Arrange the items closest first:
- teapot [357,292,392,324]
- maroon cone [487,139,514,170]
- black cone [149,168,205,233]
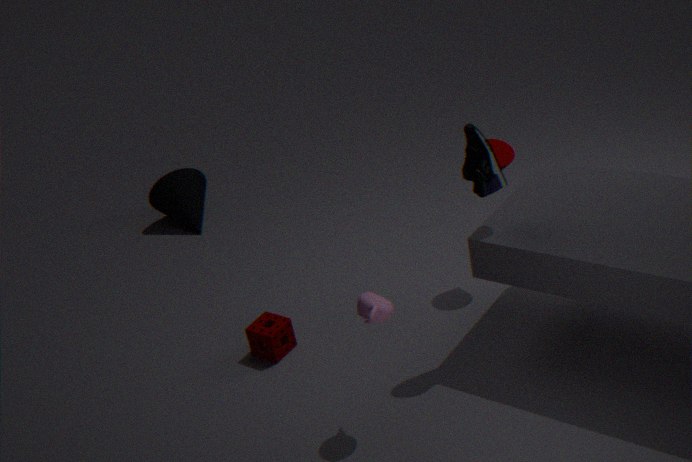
teapot [357,292,392,324] → maroon cone [487,139,514,170] → black cone [149,168,205,233]
